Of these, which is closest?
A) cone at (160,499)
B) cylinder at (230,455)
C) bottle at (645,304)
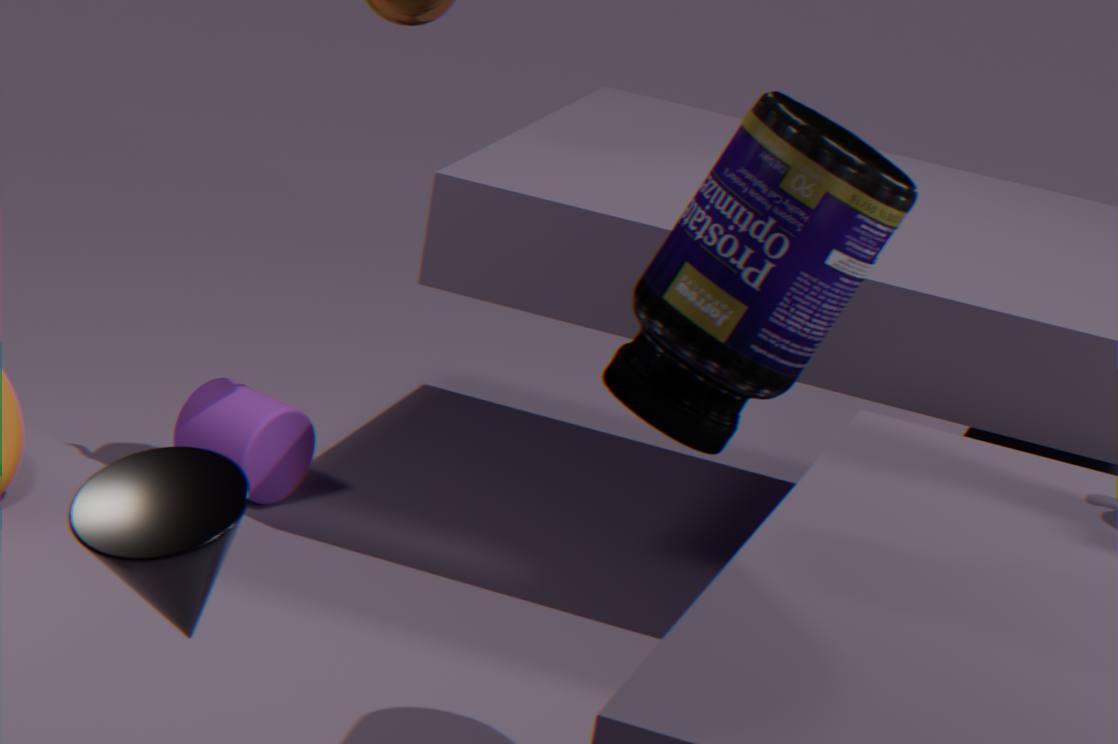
cone at (160,499)
